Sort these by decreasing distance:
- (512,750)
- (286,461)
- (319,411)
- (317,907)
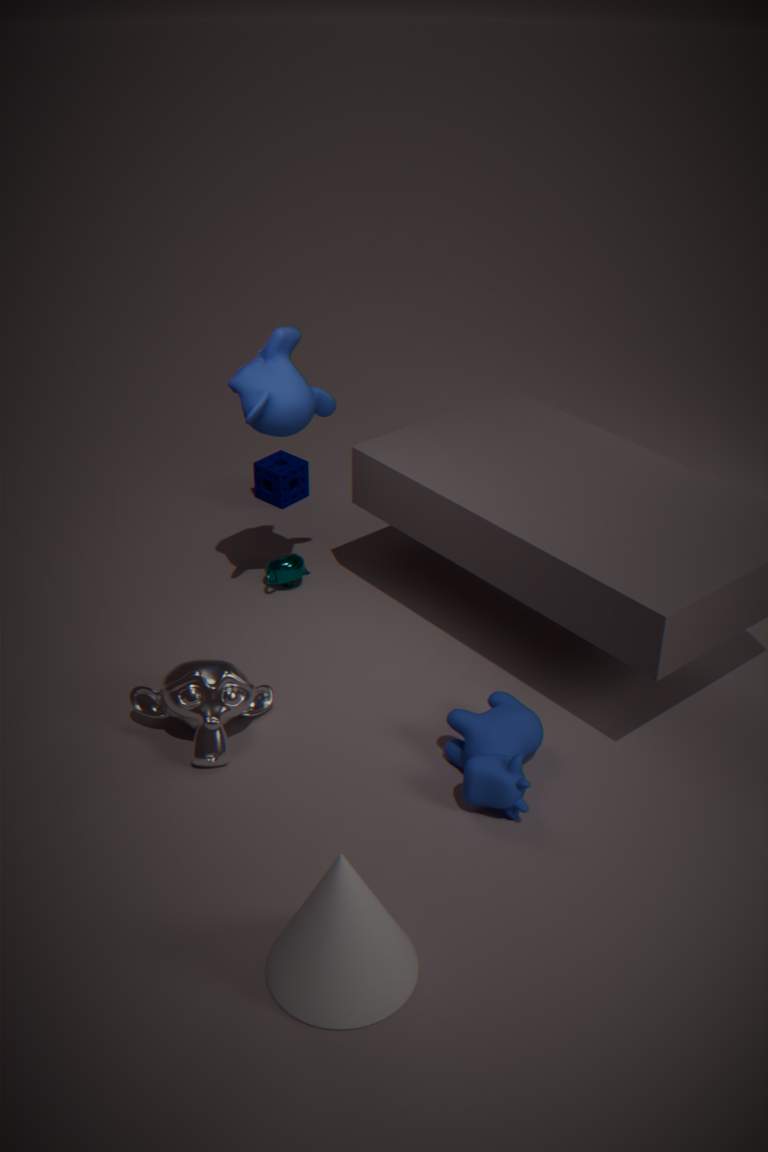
1. (286,461)
2. (319,411)
3. (512,750)
4. (317,907)
